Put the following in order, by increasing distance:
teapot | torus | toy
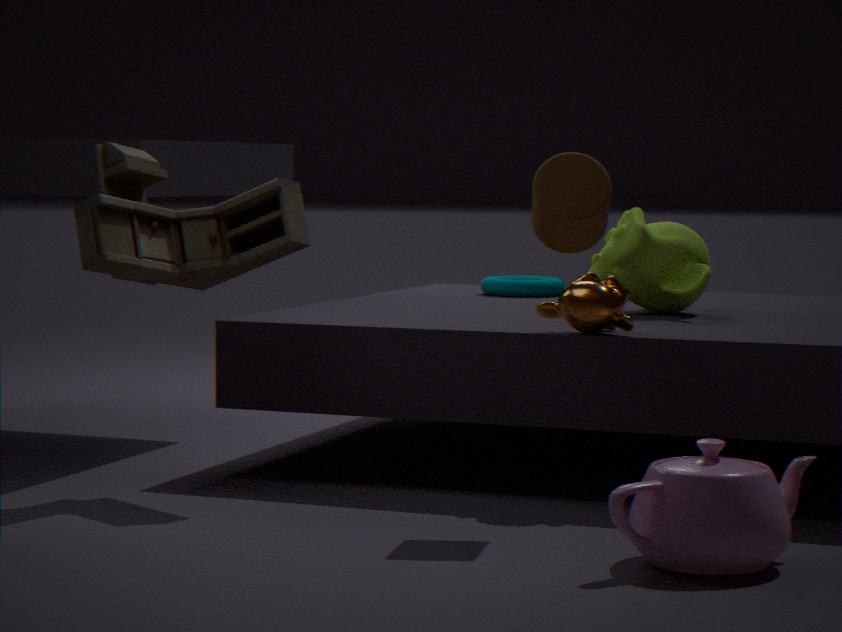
teapot, toy, torus
